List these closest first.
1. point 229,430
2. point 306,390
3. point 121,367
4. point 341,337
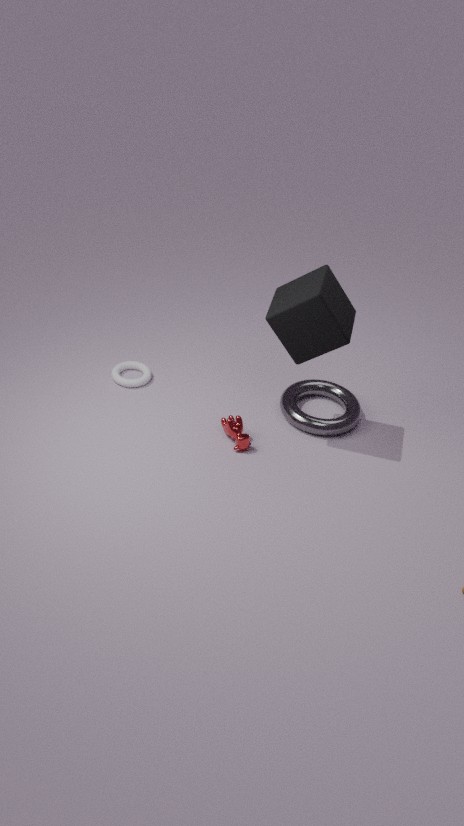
1. point 341,337
2. point 229,430
3. point 306,390
4. point 121,367
